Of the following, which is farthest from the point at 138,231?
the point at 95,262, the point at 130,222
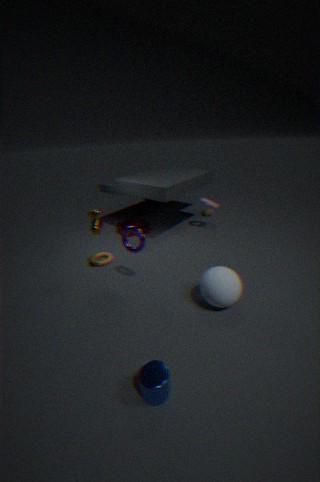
the point at 130,222
